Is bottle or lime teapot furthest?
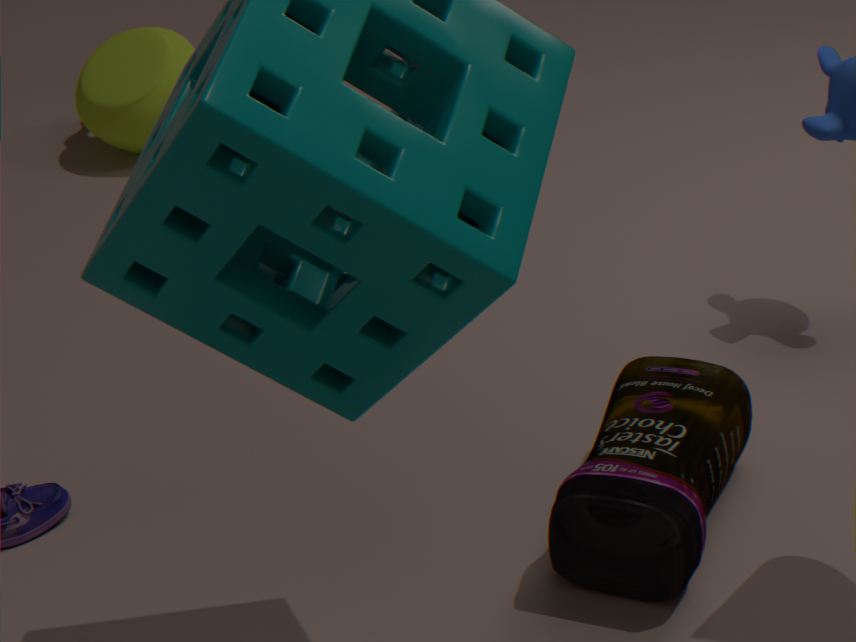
lime teapot
